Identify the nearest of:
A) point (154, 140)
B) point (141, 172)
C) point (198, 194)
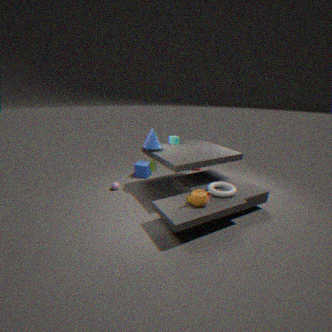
point (198, 194)
